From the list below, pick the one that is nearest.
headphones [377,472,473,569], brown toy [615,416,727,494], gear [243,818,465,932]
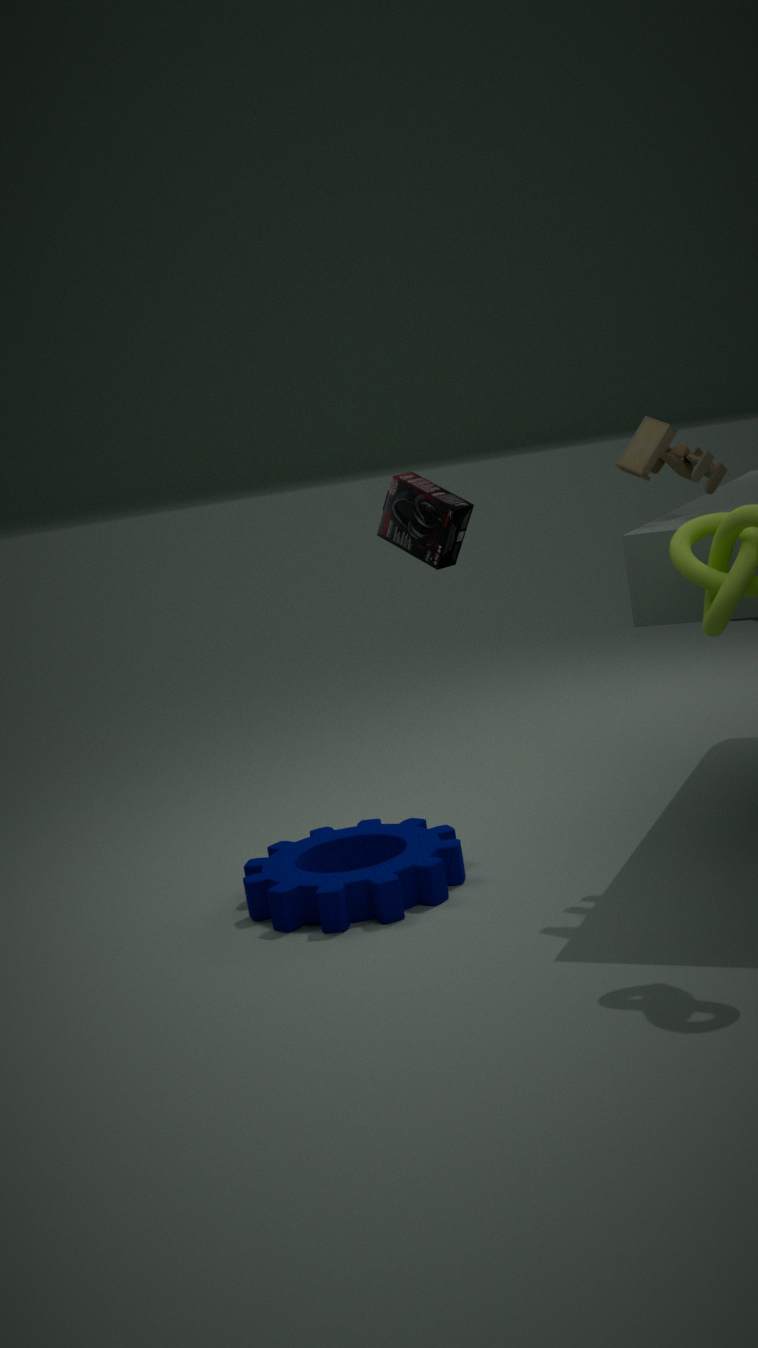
→ brown toy [615,416,727,494]
